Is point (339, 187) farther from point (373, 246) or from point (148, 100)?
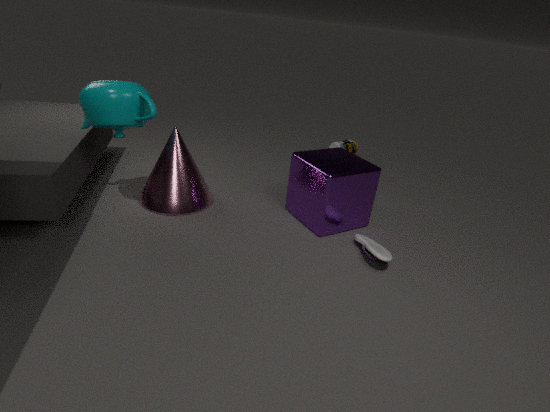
point (148, 100)
